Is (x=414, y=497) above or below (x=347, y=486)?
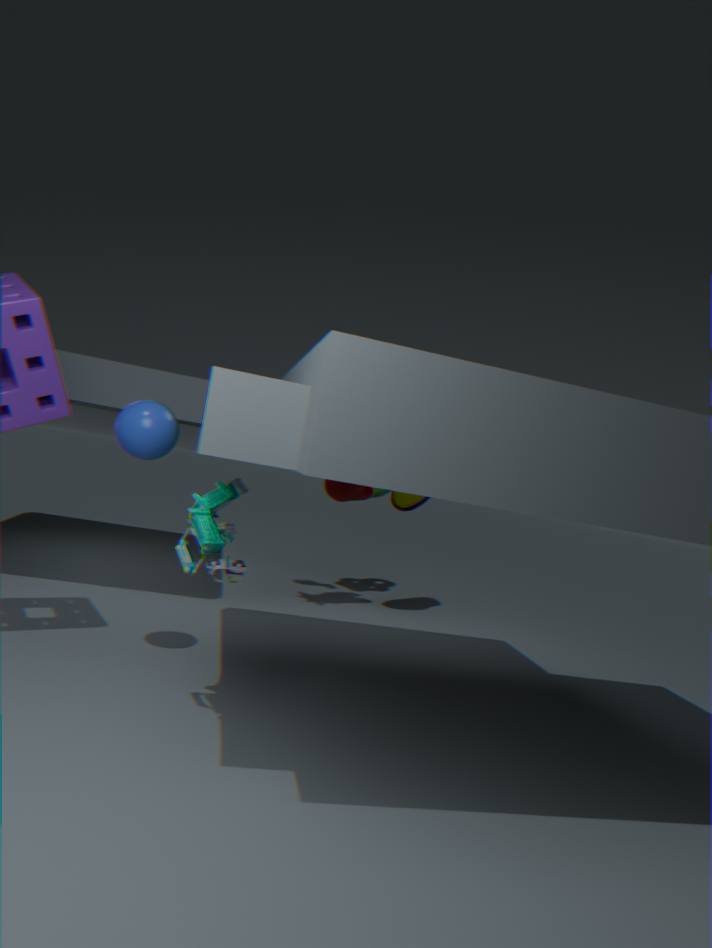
above
